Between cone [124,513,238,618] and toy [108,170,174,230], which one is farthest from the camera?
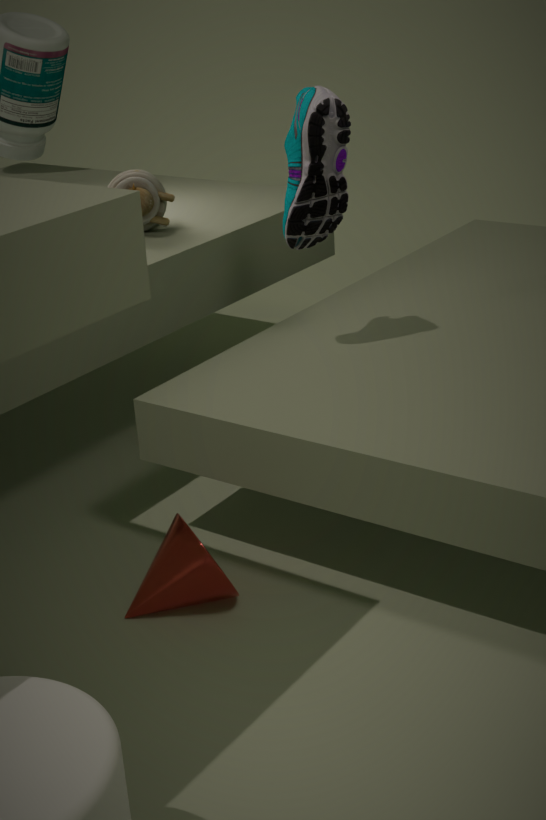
toy [108,170,174,230]
